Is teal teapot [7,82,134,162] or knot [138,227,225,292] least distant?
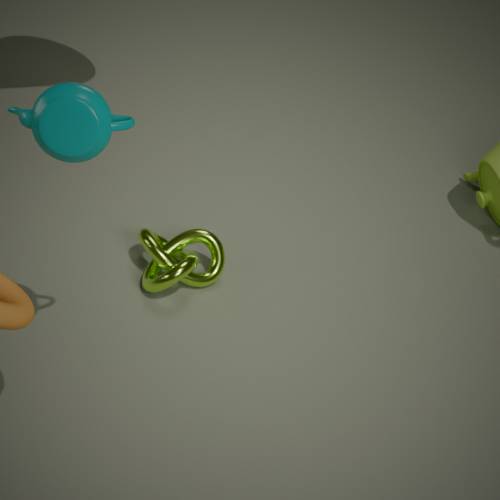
teal teapot [7,82,134,162]
